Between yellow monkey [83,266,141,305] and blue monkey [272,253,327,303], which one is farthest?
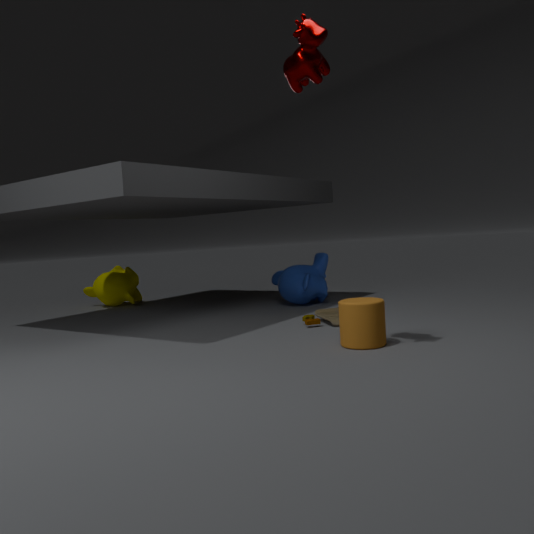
yellow monkey [83,266,141,305]
